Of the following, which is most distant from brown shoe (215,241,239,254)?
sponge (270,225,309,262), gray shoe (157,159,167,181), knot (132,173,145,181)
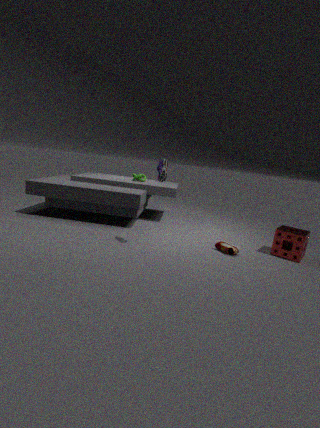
knot (132,173,145,181)
